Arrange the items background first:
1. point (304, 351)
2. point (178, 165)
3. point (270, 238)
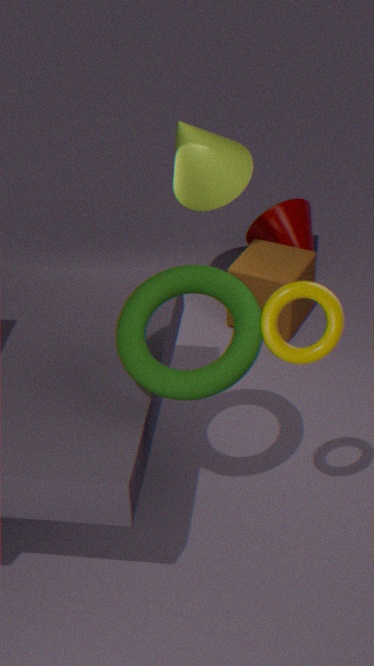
1. point (270, 238)
2. point (178, 165)
3. point (304, 351)
